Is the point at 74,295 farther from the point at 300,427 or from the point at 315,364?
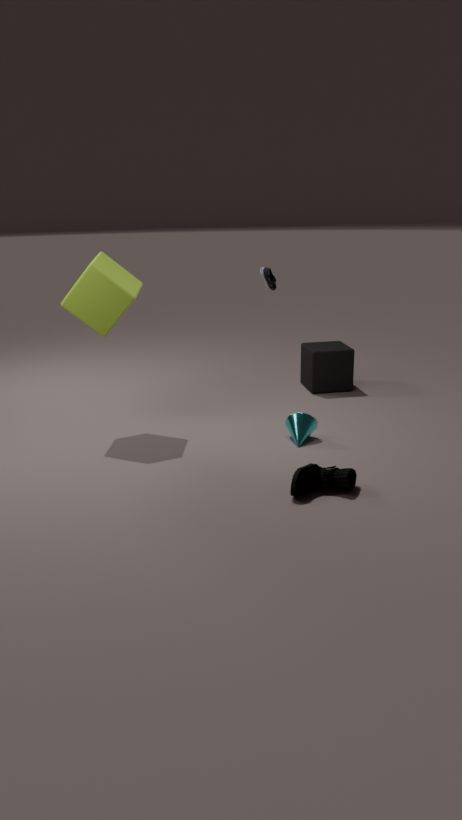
the point at 315,364
